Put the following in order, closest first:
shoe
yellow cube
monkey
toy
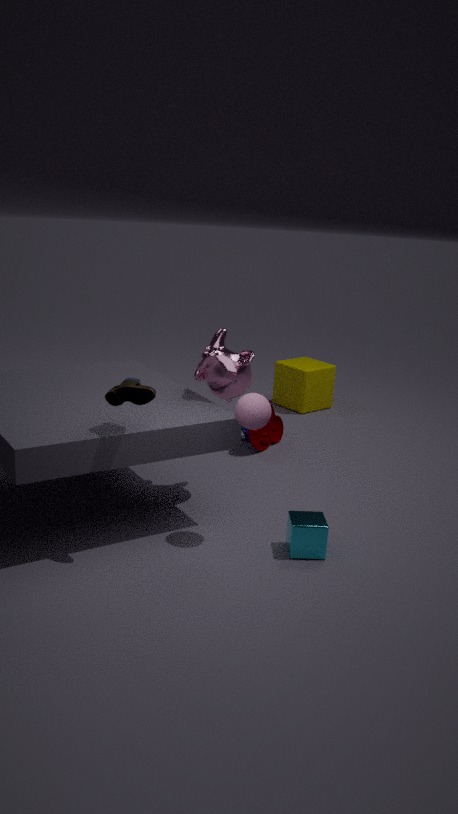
shoe < monkey < toy < yellow cube
